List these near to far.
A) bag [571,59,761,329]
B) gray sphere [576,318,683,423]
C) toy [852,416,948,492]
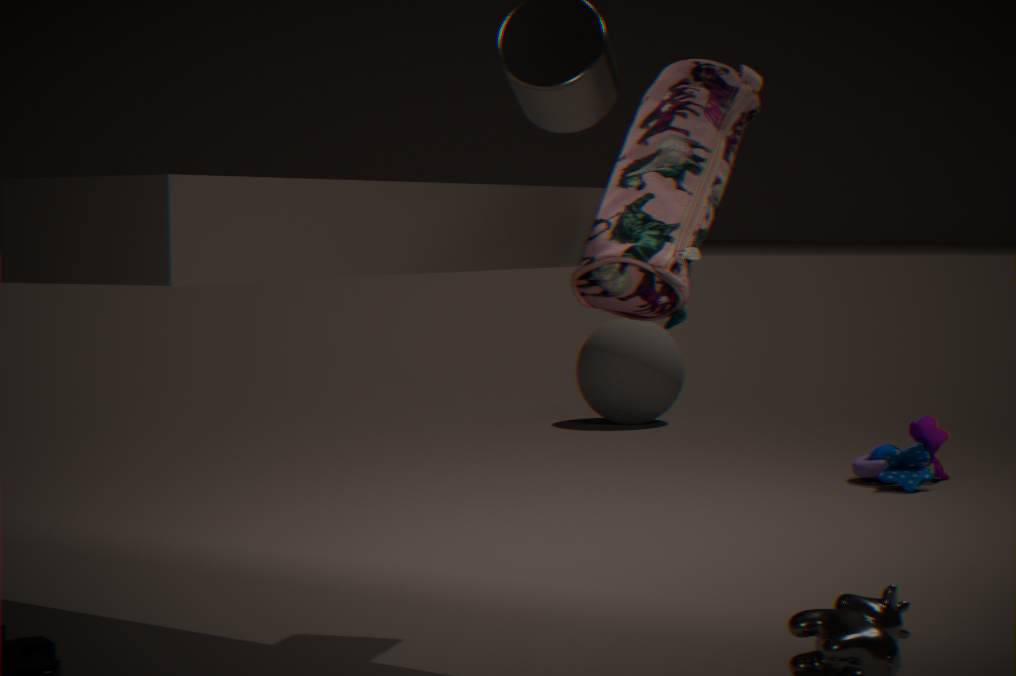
1. bag [571,59,761,329]
2. toy [852,416,948,492]
3. gray sphere [576,318,683,423]
